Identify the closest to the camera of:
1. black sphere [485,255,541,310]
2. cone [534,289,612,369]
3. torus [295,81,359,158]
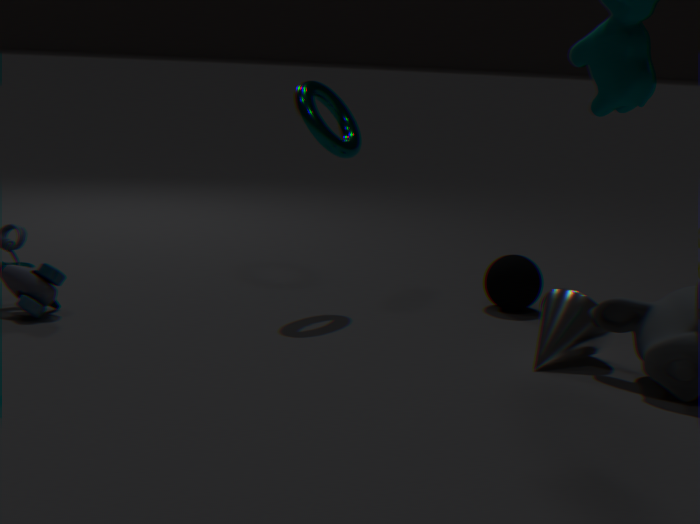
cone [534,289,612,369]
